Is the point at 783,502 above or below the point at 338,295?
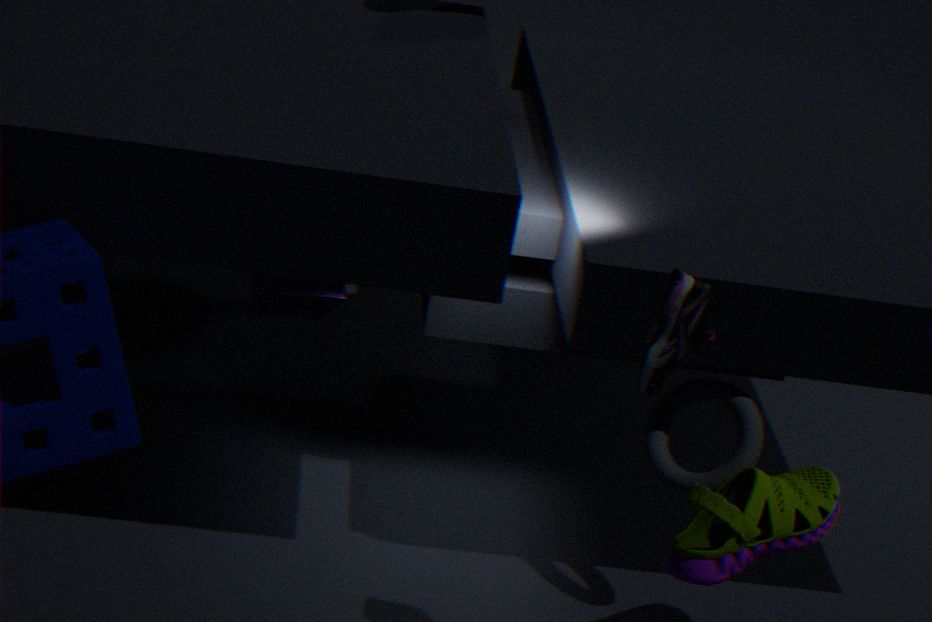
below
